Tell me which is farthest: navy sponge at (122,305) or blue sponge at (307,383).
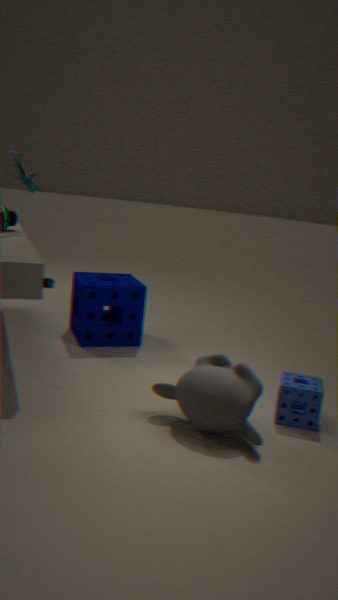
navy sponge at (122,305)
